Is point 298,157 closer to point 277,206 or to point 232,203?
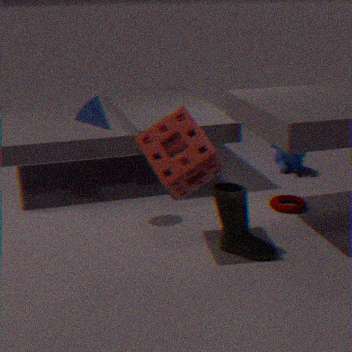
point 277,206
